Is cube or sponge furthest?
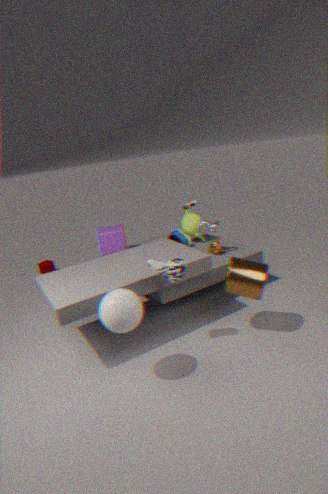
sponge
